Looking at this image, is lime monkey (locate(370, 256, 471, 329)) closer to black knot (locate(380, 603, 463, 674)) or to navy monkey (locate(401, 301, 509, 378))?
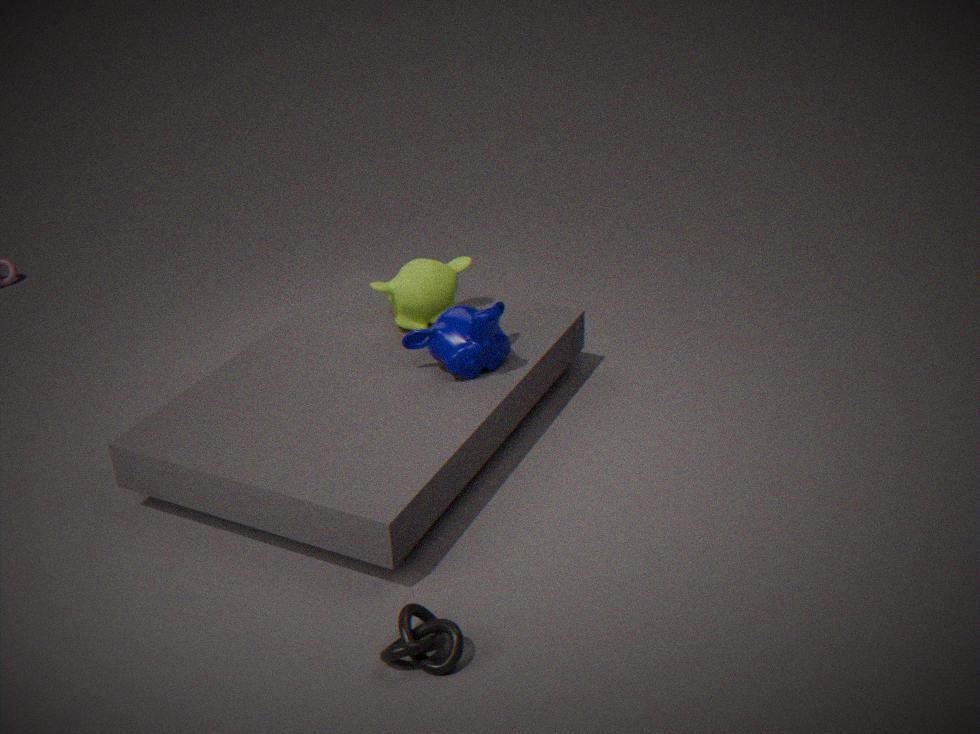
navy monkey (locate(401, 301, 509, 378))
